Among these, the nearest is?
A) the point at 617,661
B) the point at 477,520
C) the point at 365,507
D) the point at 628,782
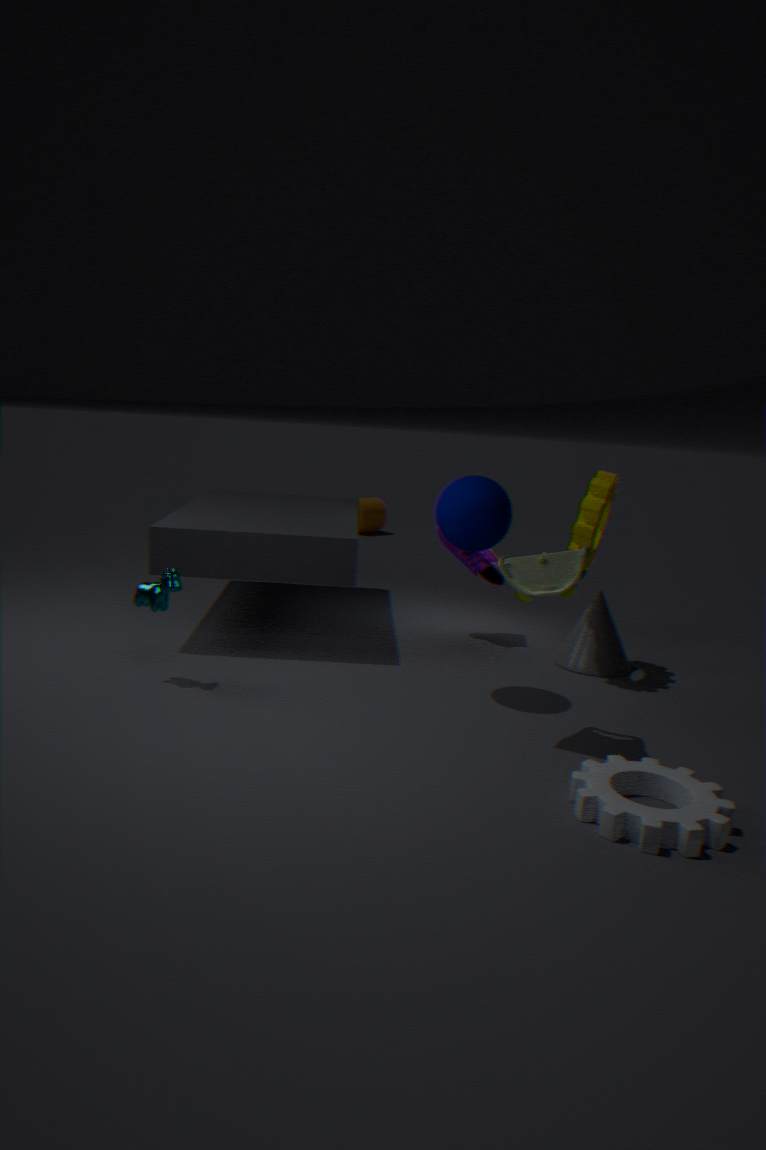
the point at 628,782
